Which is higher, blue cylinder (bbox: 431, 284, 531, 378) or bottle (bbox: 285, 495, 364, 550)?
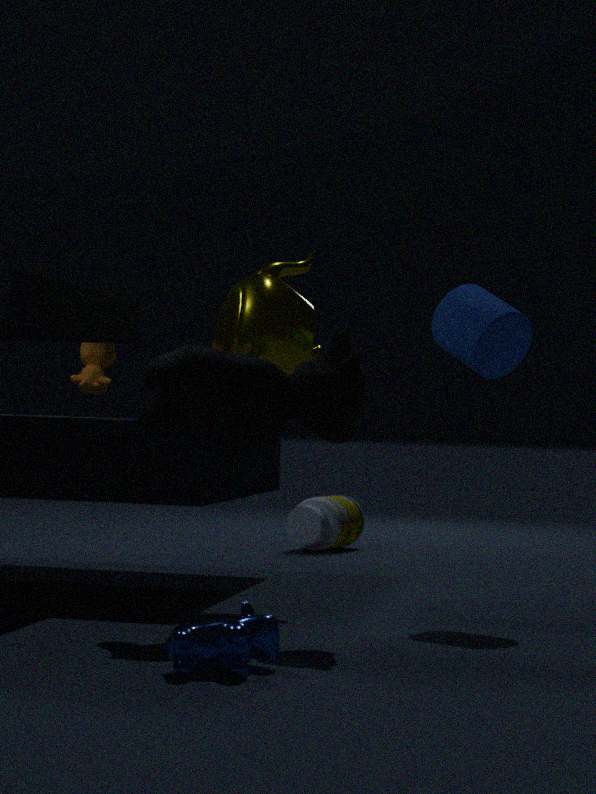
blue cylinder (bbox: 431, 284, 531, 378)
